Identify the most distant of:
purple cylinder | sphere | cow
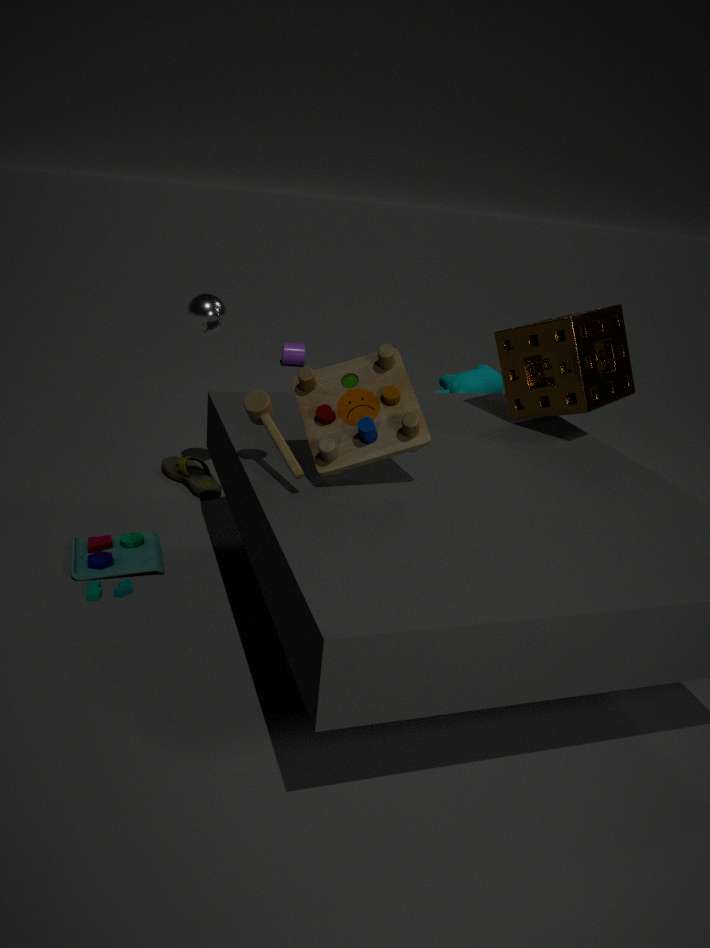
purple cylinder
